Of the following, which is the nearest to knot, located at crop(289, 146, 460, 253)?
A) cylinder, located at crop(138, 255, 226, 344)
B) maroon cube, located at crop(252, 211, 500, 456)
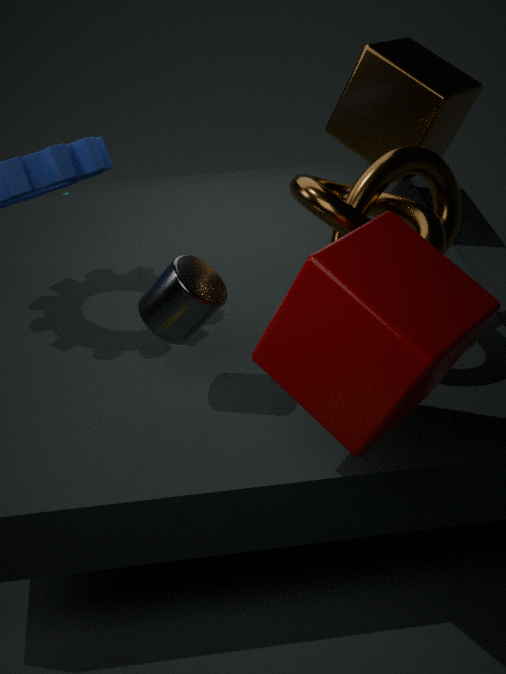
maroon cube, located at crop(252, 211, 500, 456)
